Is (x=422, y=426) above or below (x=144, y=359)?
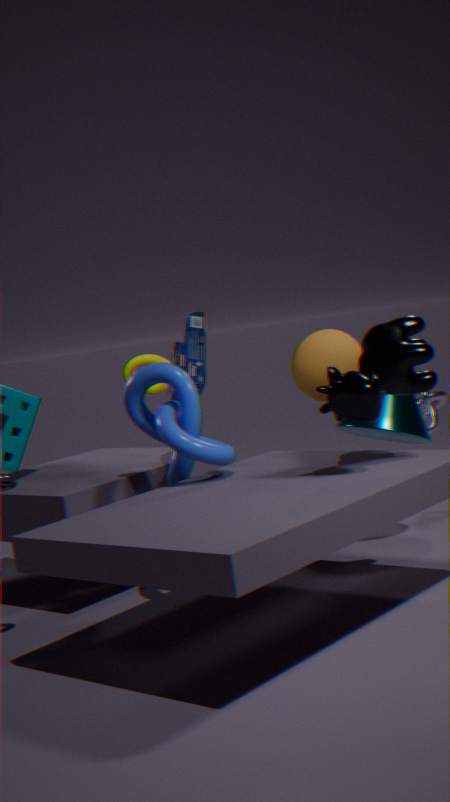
below
